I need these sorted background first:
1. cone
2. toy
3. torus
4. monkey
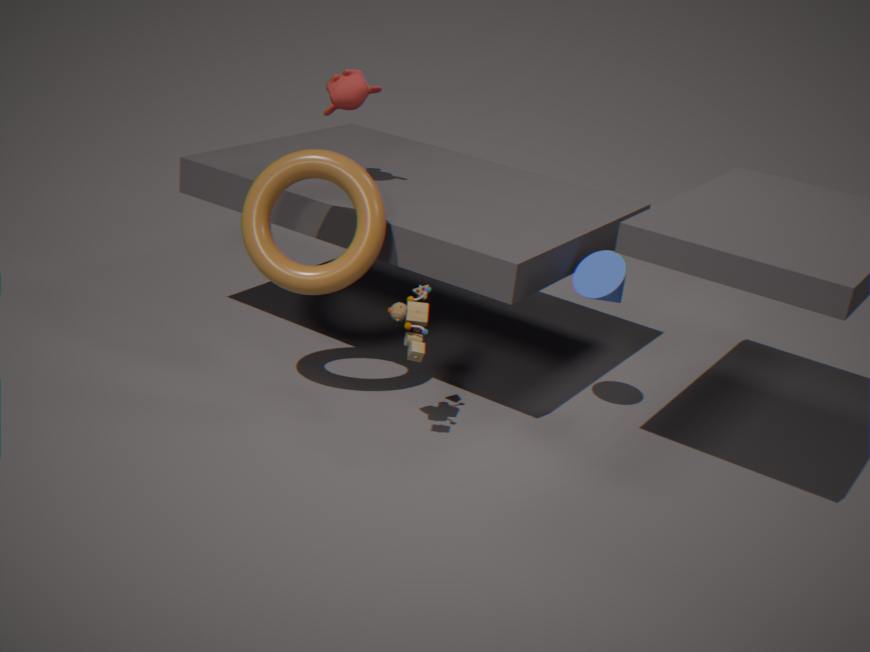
monkey < cone < torus < toy
